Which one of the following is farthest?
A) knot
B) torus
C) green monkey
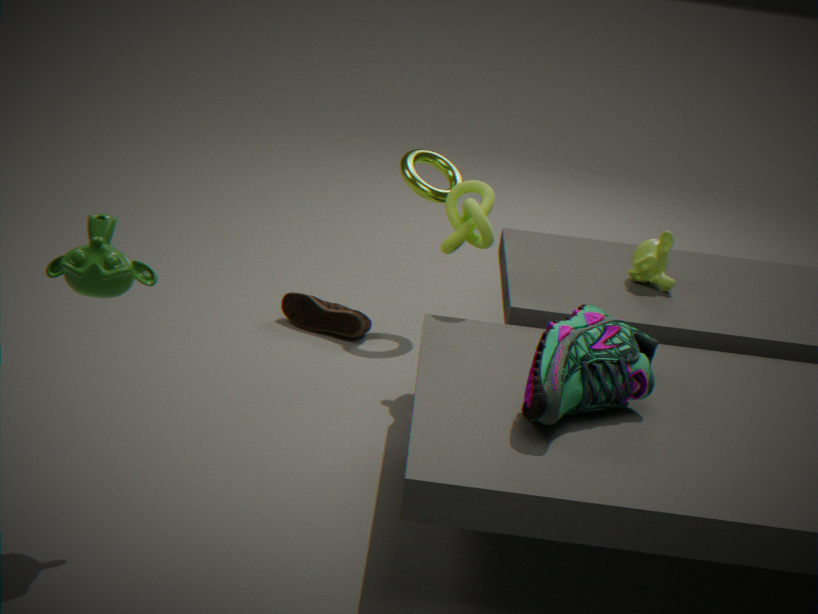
B. torus
